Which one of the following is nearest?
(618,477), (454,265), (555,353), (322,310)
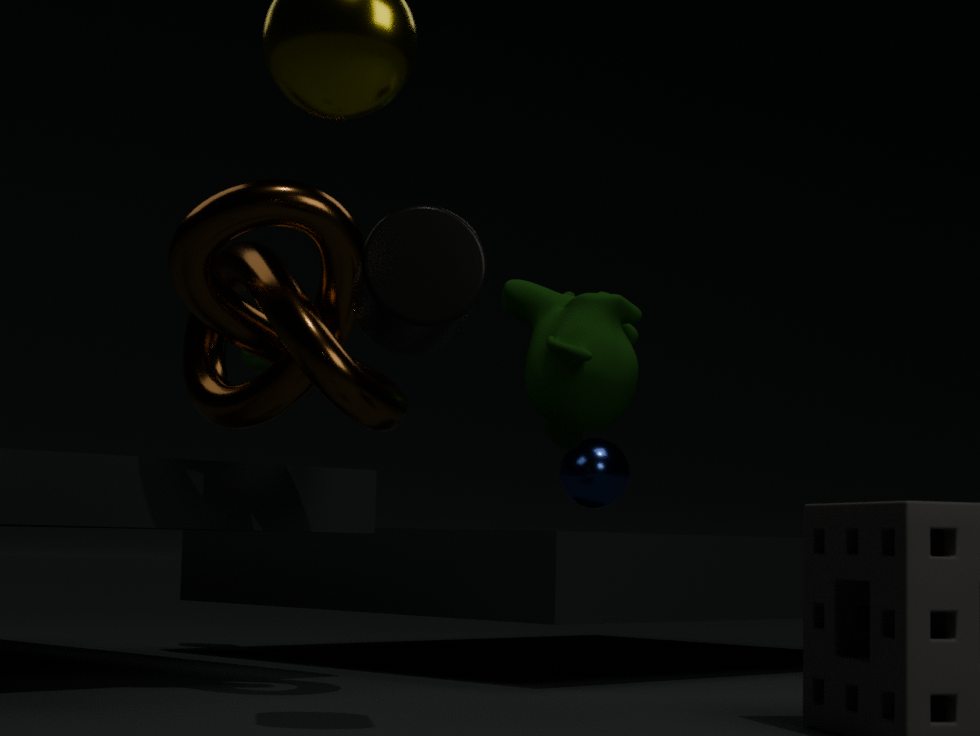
(454,265)
